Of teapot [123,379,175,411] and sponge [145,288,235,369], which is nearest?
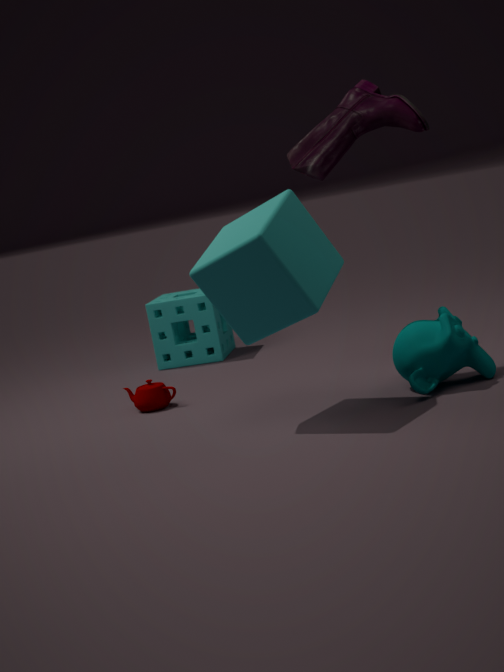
teapot [123,379,175,411]
